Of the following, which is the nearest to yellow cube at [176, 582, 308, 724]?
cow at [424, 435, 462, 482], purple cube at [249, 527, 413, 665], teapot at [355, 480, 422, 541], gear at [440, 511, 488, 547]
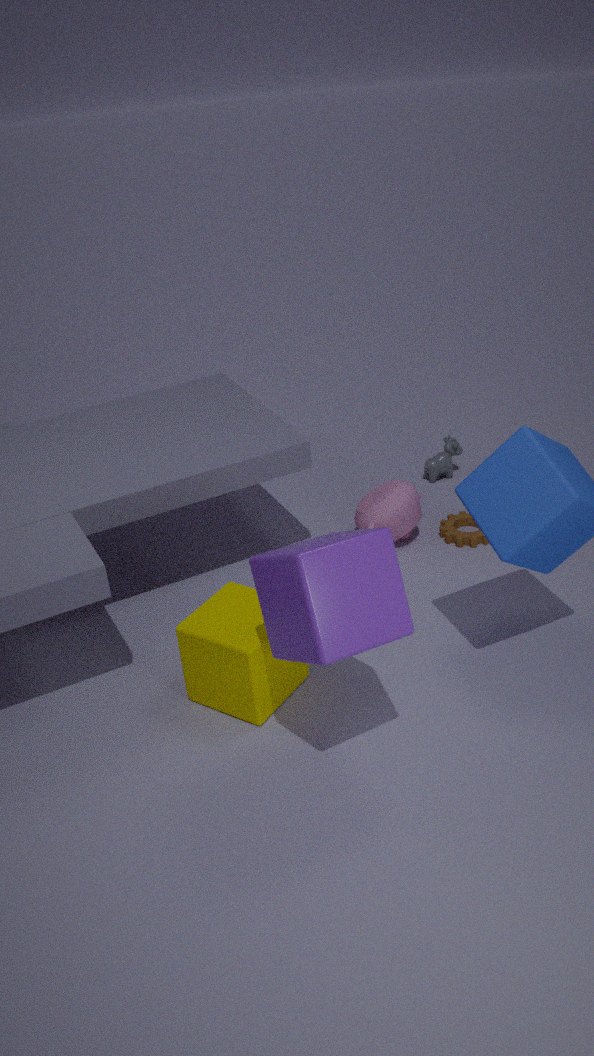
purple cube at [249, 527, 413, 665]
